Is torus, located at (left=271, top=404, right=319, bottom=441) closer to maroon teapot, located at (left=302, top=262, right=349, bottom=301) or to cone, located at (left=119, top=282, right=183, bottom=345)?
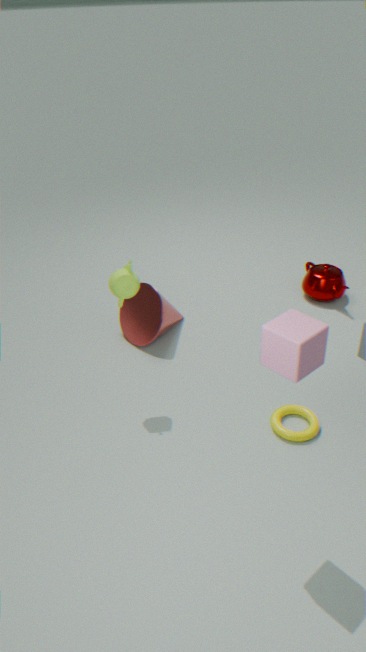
cone, located at (left=119, top=282, right=183, bottom=345)
